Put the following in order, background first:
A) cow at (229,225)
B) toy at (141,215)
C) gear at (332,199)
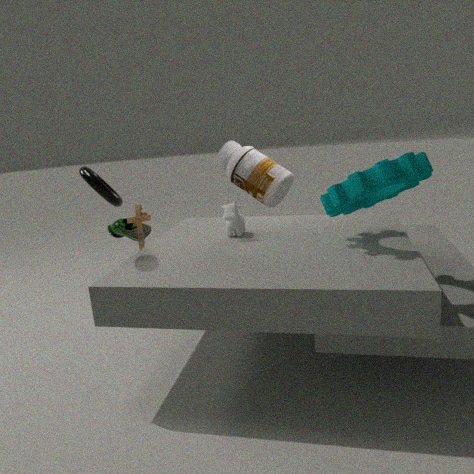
toy at (141,215)
cow at (229,225)
gear at (332,199)
